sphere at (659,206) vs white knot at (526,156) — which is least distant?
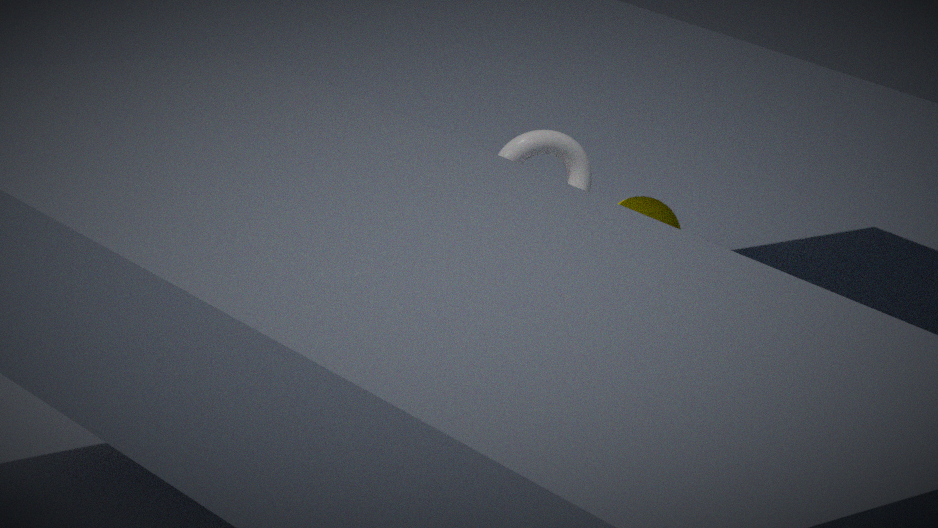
white knot at (526,156)
